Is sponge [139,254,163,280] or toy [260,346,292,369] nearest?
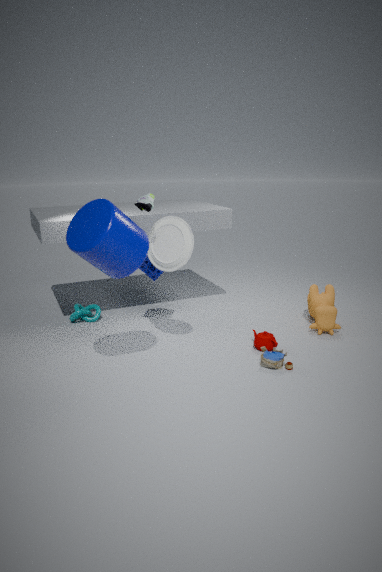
toy [260,346,292,369]
